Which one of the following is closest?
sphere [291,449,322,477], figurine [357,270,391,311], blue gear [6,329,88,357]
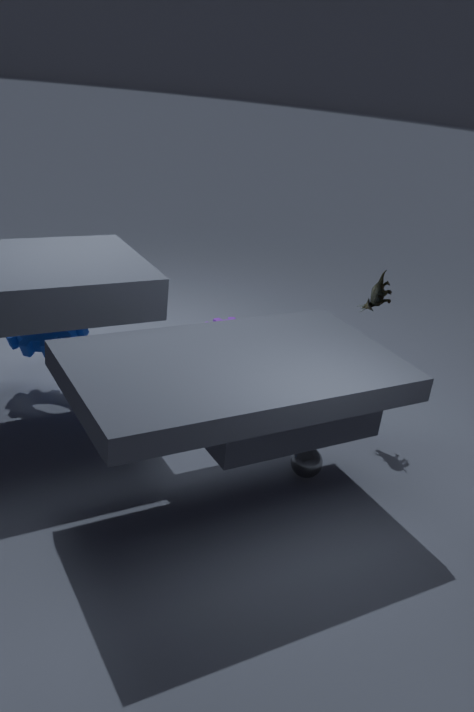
sphere [291,449,322,477]
